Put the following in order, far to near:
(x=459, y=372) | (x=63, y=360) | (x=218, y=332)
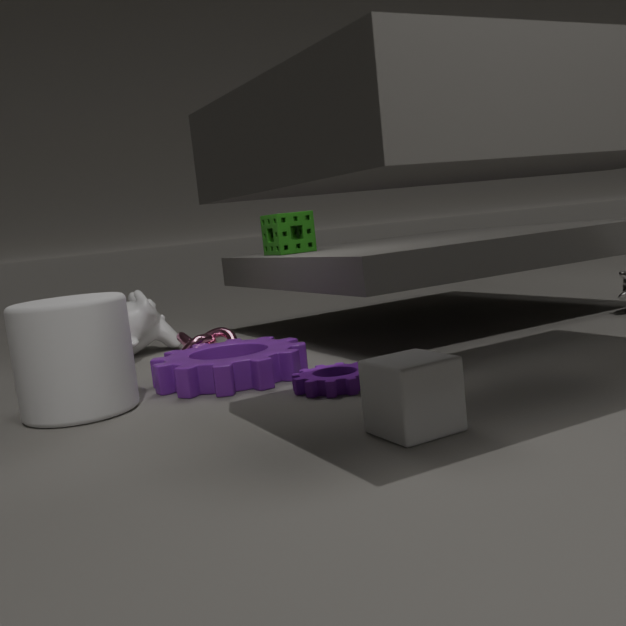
1. (x=218, y=332)
2. (x=63, y=360)
3. (x=459, y=372)
